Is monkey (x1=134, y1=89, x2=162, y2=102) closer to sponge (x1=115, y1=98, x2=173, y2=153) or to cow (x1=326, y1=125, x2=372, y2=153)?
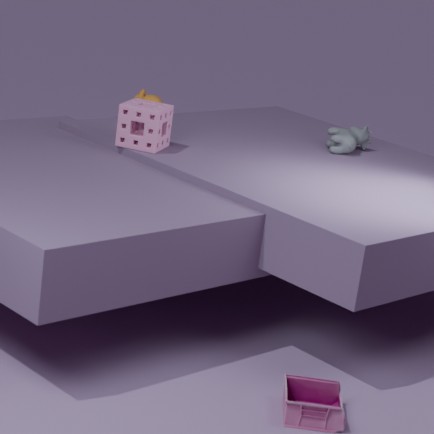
sponge (x1=115, y1=98, x2=173, y2=153)
